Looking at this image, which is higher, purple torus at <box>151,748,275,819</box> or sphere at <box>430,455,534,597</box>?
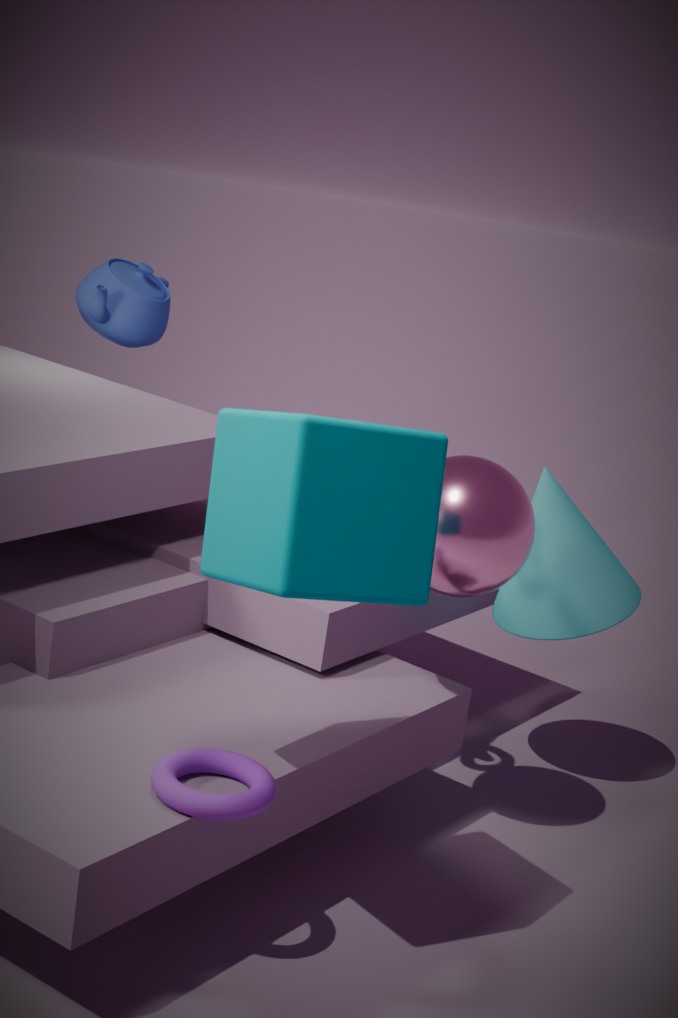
sphere at <box>430,455,534,597</box>
